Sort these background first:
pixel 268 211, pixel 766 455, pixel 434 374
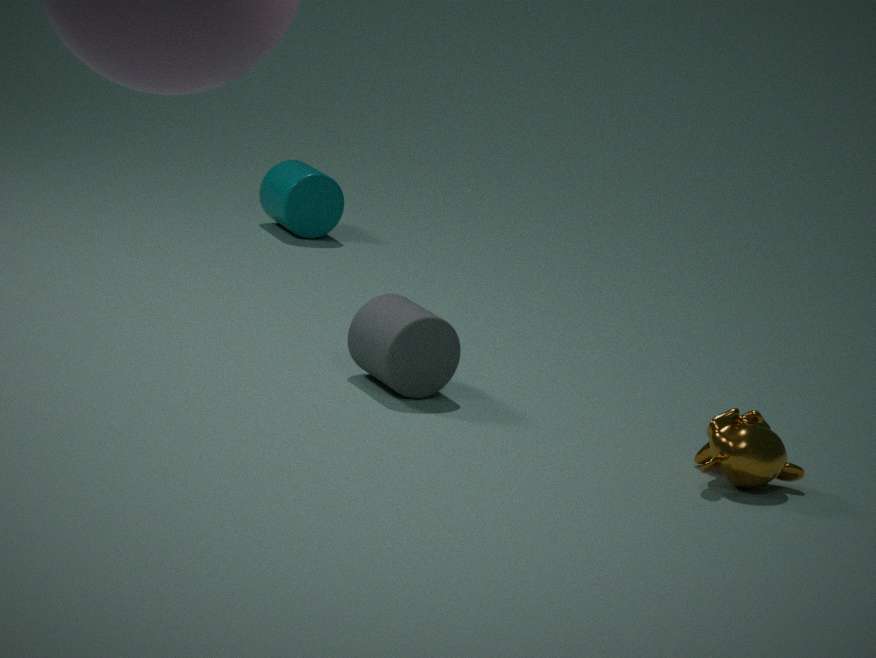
1. pixel 268 211
2. pixel 434 374
3. pixel 766 455
